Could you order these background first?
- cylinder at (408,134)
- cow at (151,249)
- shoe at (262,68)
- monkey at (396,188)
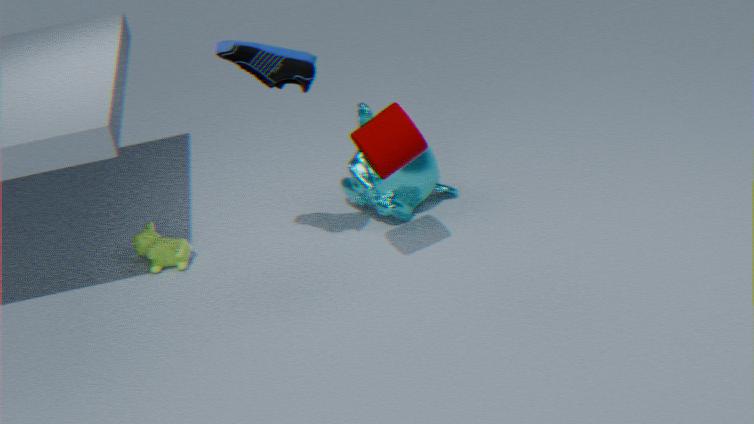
cow at (151,249), monkey at (396,188), cylinder at (408,134), shoe at (262,68)
